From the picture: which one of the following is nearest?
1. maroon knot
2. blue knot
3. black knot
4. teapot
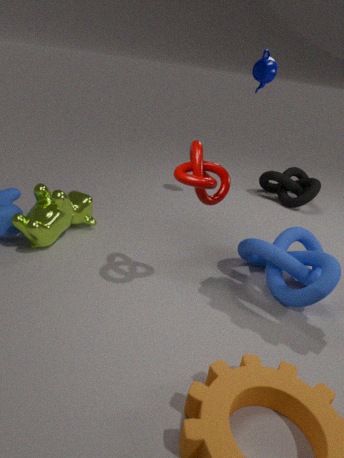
maroon knot
